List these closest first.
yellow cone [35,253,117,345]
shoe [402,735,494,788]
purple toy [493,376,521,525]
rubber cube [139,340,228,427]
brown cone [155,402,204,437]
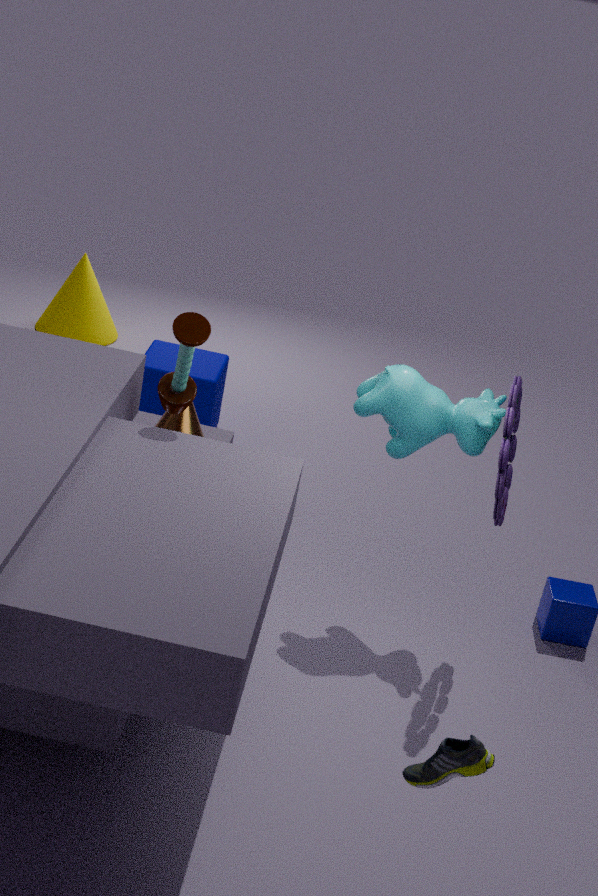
1. shoe [402,735,494,788]
2. purple toy [493,376,521,525]
3. brown cone [155,402,204,437]
4. rubber cube [139,340,228,427]
5. yellow cone [35,253,117,345]
